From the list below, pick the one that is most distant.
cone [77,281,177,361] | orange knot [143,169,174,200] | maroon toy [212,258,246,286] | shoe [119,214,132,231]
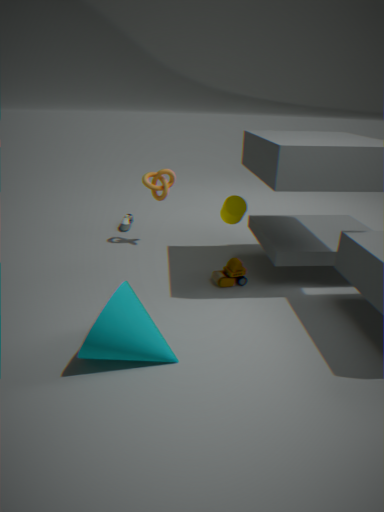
shoe [119,214,132,231]
